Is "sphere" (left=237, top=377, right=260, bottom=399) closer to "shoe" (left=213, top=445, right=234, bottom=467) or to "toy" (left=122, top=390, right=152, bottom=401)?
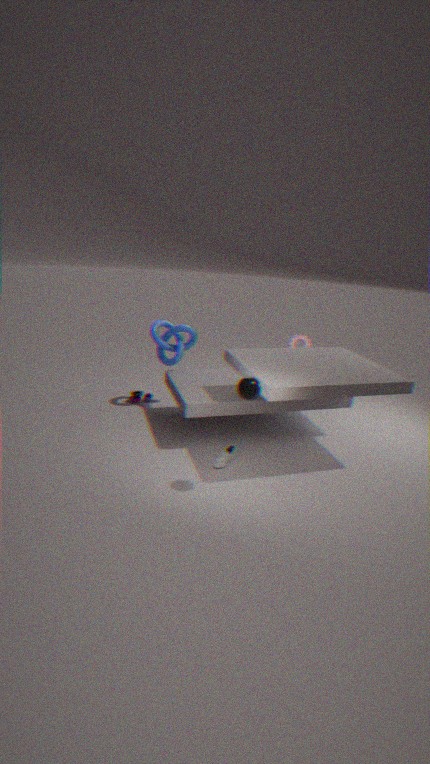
"shoe" (left=213, top=445, right=234, bottom=467)
